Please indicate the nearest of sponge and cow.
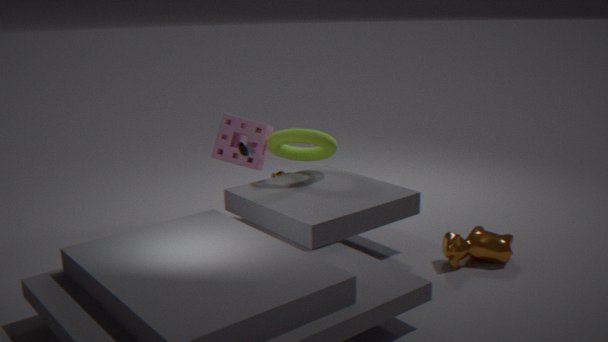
cow
